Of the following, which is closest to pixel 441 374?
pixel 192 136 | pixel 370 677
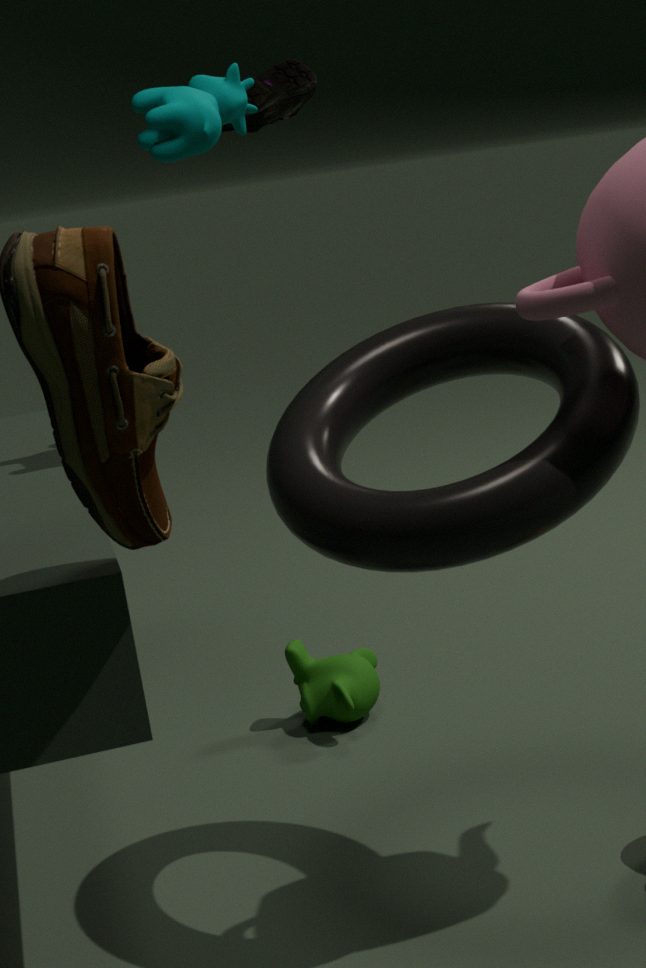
pixel 192 136
